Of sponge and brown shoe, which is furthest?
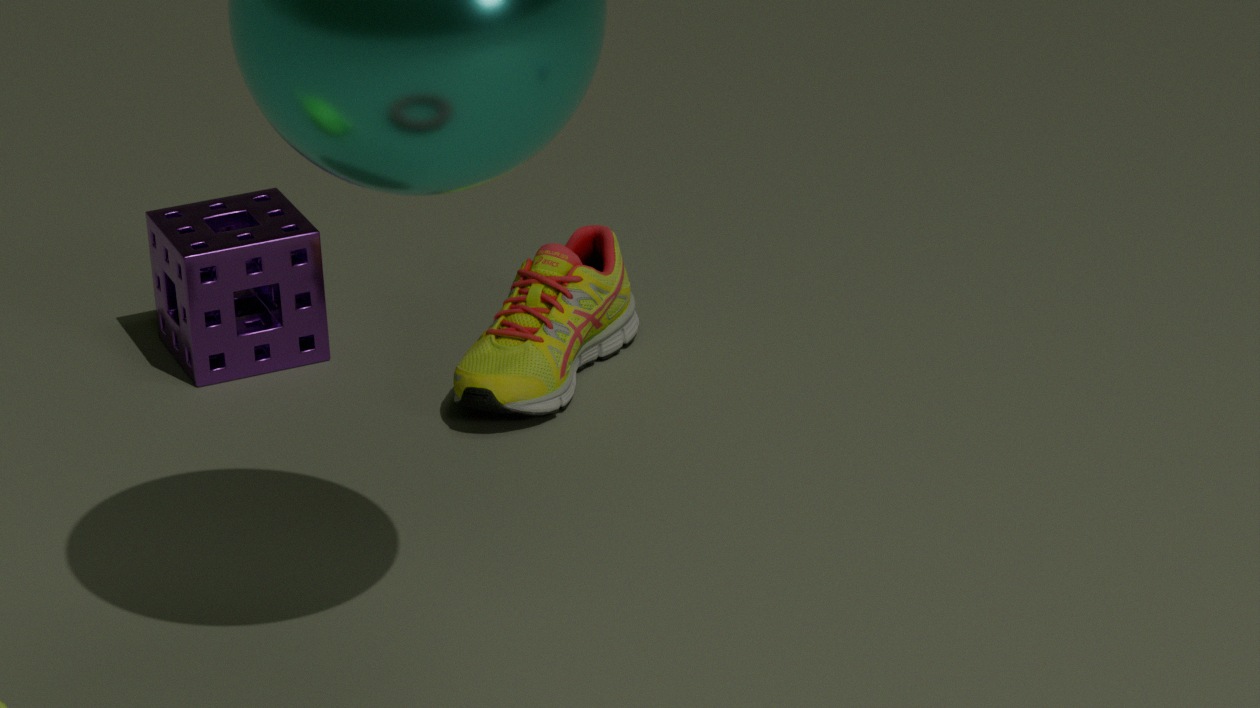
sponge
